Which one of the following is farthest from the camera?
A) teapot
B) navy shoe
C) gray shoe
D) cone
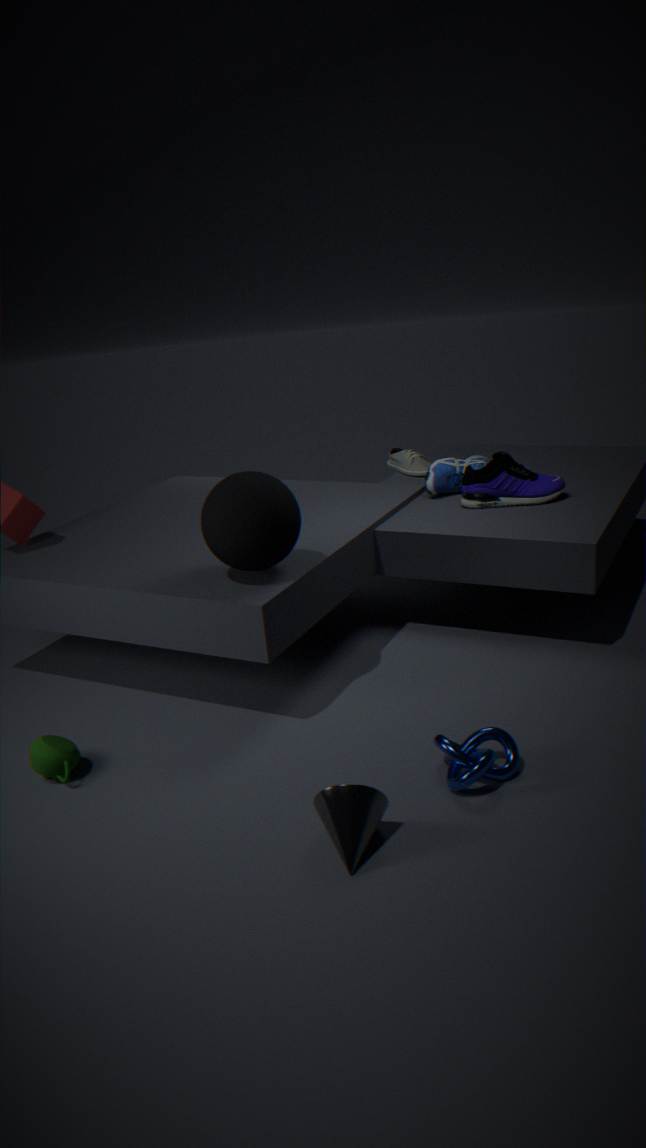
gray shoe
